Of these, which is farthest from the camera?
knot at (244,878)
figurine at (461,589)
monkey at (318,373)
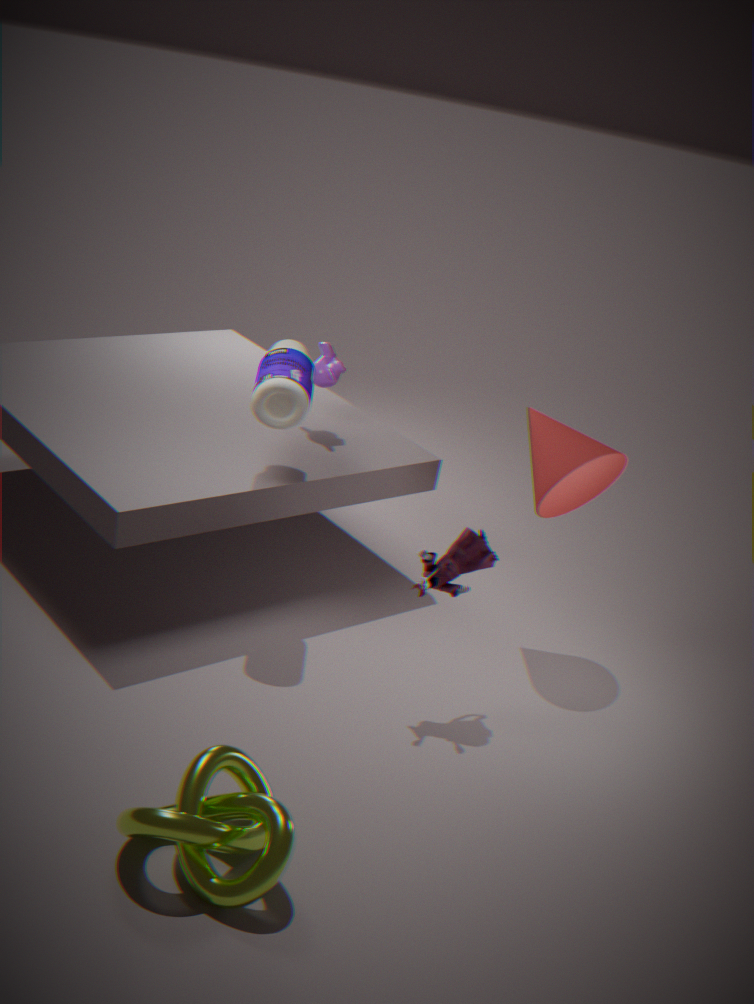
monkey at (318,373)
